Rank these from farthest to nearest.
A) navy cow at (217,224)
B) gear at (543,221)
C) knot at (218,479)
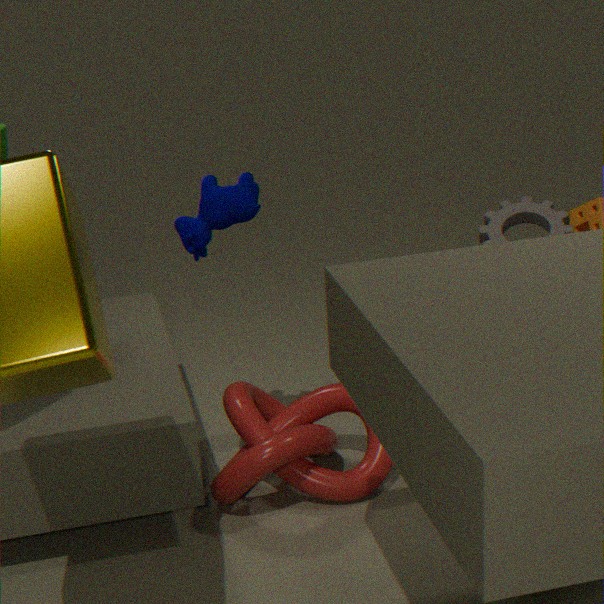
gear at (543,221)
knot at (218,479)
navy cow at (217,224)
